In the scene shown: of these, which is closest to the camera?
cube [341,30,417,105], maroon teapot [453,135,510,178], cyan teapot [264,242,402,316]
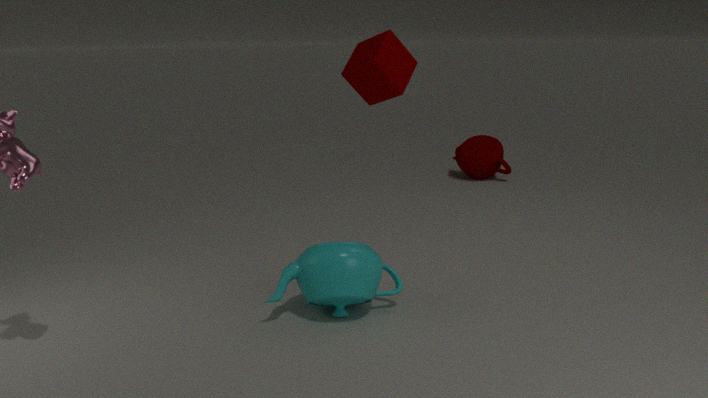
cyan teapot [264,242,402,316]
